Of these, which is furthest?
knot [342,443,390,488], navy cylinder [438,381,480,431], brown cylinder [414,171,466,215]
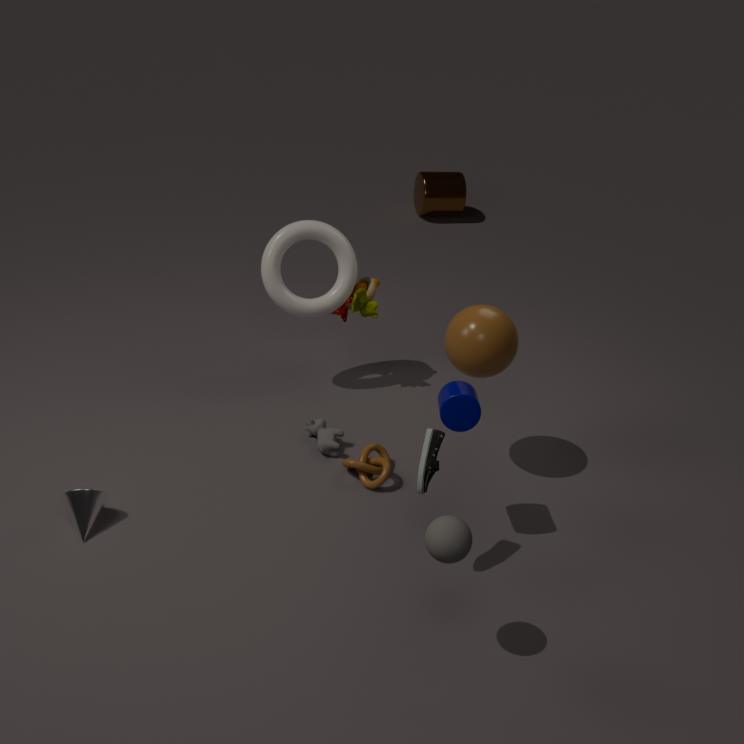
brown cylinder [414,171,466,215]
